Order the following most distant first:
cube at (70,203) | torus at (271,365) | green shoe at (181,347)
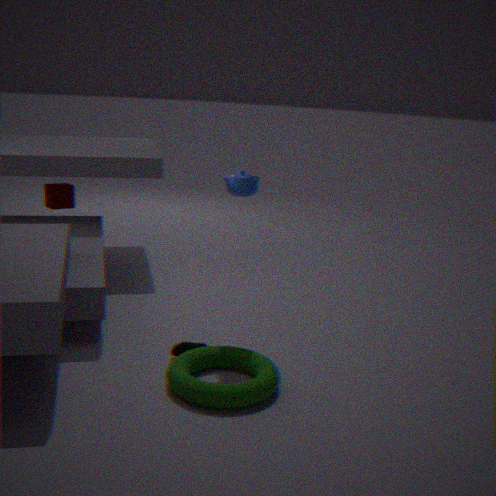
cube at (70,203) → green shoe at (181,347) → torus at (271,365)
